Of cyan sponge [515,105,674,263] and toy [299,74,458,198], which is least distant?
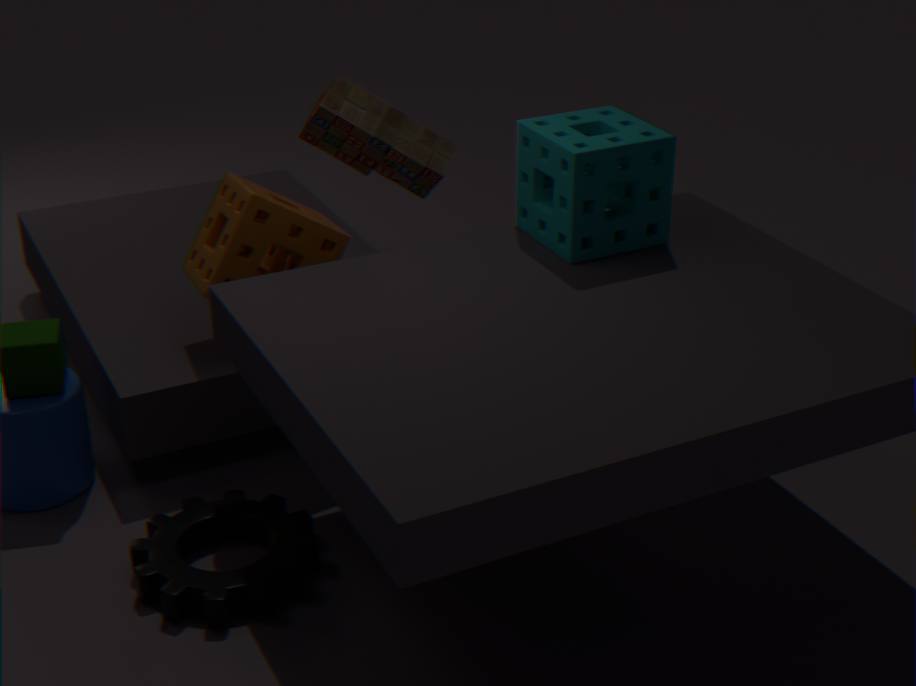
cyan sponge [515,105,674,263]
